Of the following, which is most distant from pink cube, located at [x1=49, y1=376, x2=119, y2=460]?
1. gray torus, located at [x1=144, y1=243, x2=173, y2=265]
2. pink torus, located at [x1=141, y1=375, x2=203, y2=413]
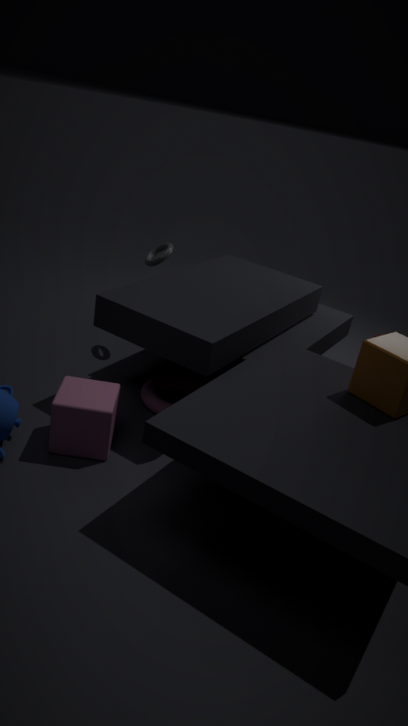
gray torus, located at [x1=144, y1=243, x2=173, y2=265]
